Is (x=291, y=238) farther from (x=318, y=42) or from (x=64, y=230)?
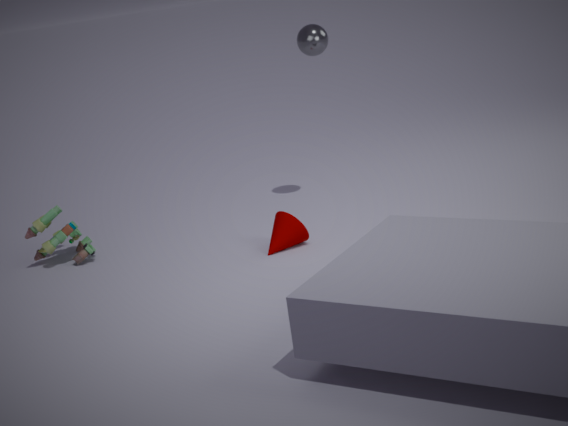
(x=64, y=230)
